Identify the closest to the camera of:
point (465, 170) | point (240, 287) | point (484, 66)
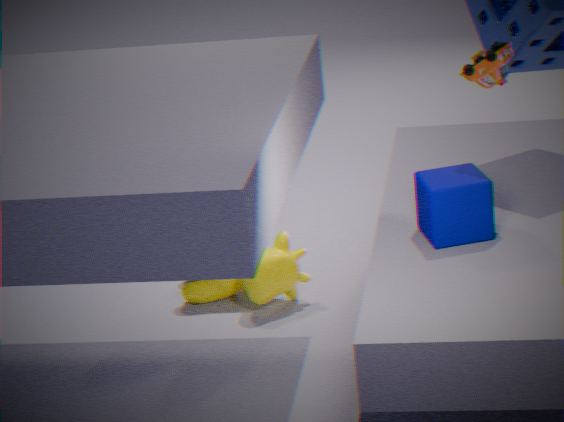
point (484, 66)
